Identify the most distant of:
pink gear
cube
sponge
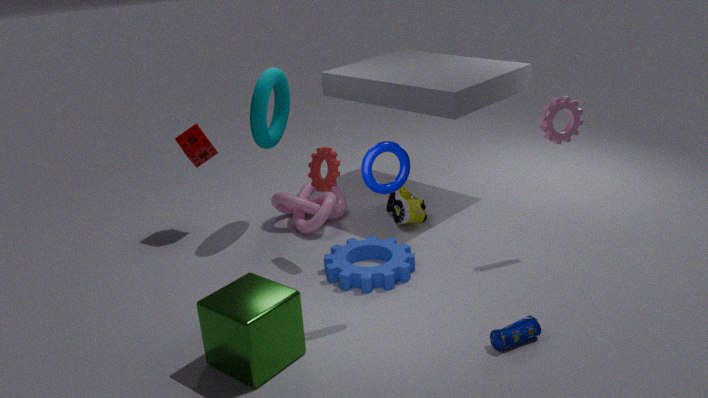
sponge
